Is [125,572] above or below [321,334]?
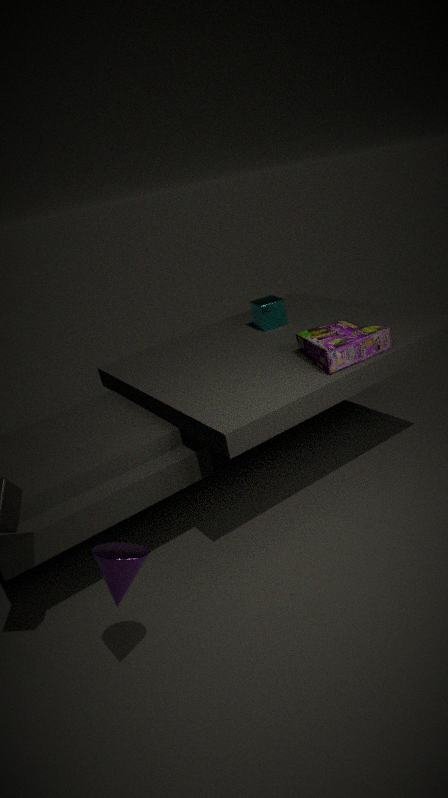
below
